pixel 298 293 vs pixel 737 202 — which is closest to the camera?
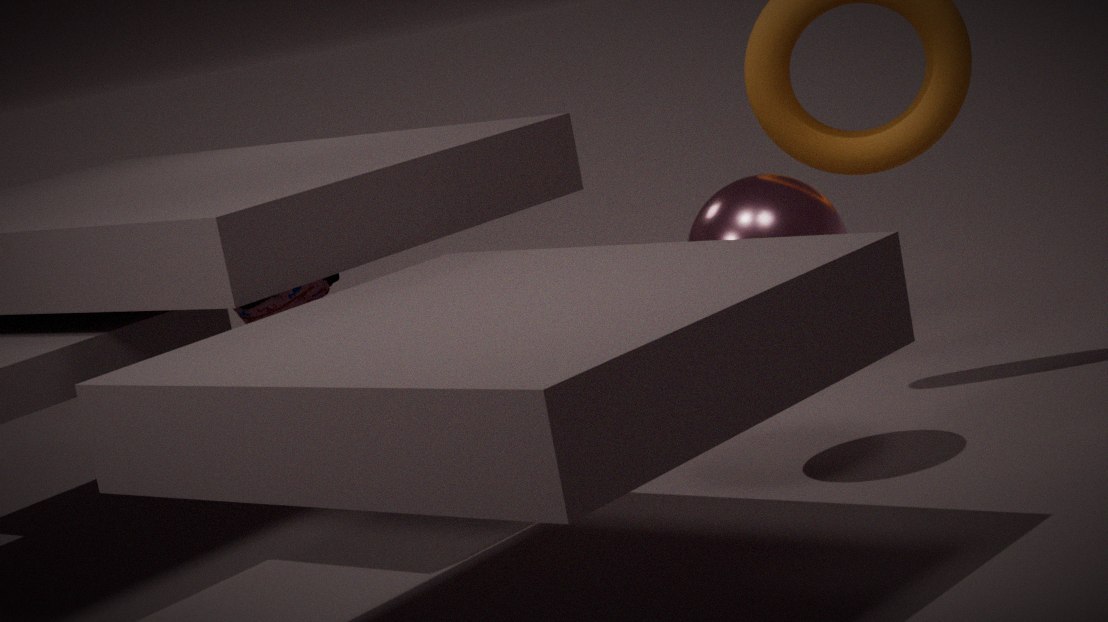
pixel 737 202
